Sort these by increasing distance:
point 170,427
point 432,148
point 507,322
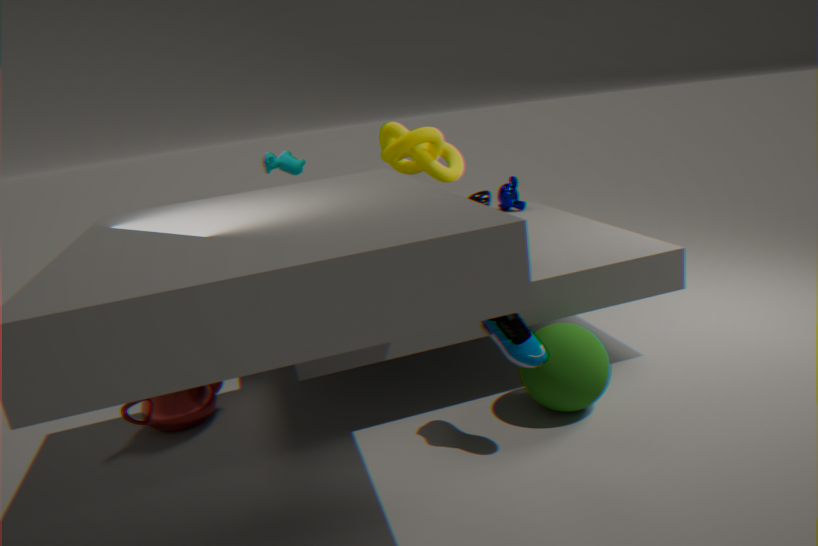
point 507,322, point 170,427, point 432,148
